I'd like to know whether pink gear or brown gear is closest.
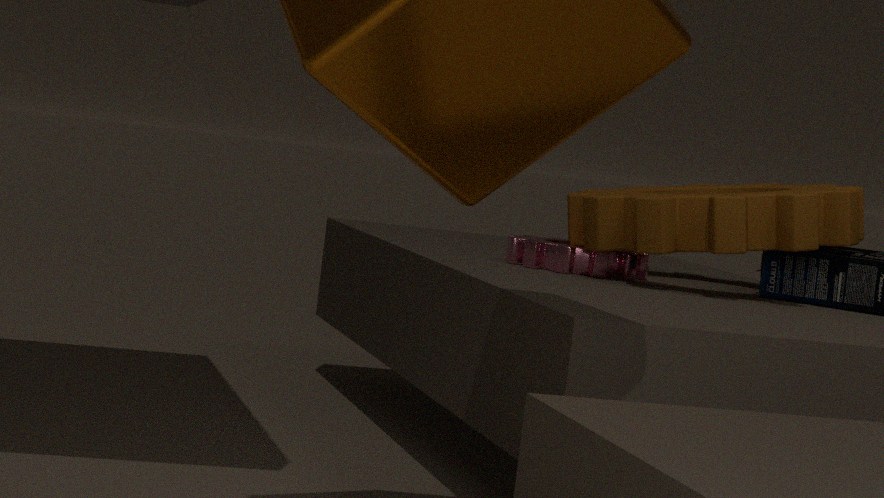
brown gear
